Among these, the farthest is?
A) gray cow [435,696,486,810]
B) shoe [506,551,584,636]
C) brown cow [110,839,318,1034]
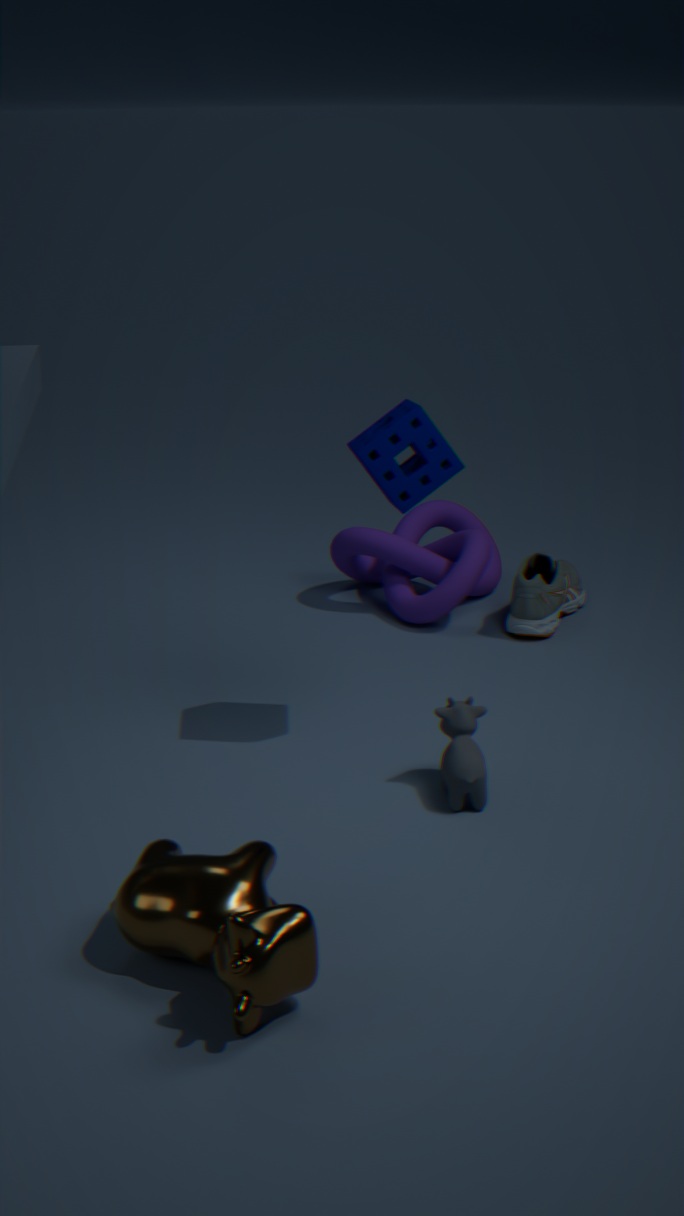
shoe [506,551,584,636]
